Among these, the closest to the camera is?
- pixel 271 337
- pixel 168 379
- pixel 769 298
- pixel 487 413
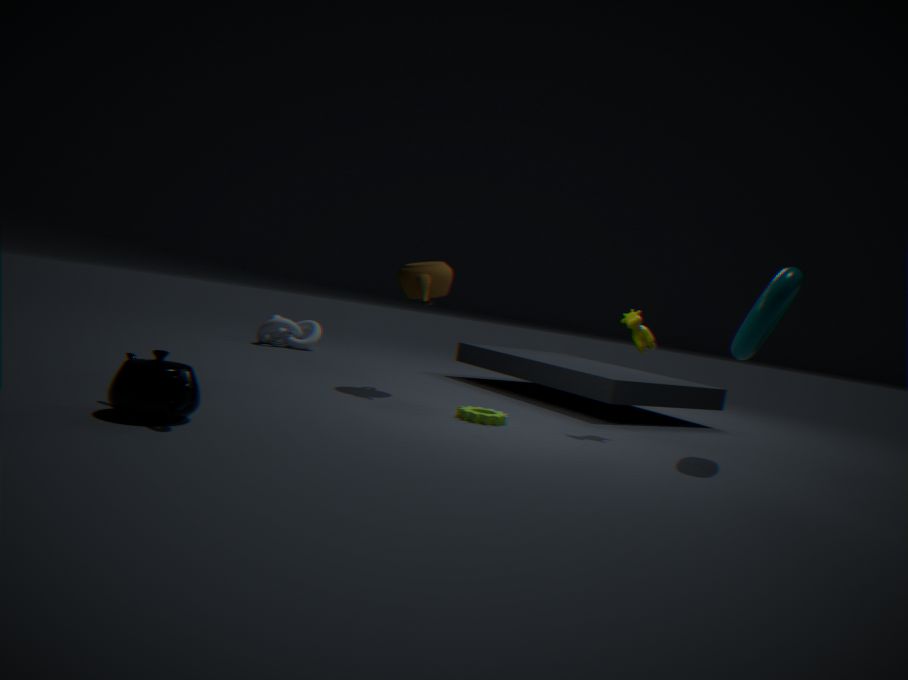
pixel 168 379
